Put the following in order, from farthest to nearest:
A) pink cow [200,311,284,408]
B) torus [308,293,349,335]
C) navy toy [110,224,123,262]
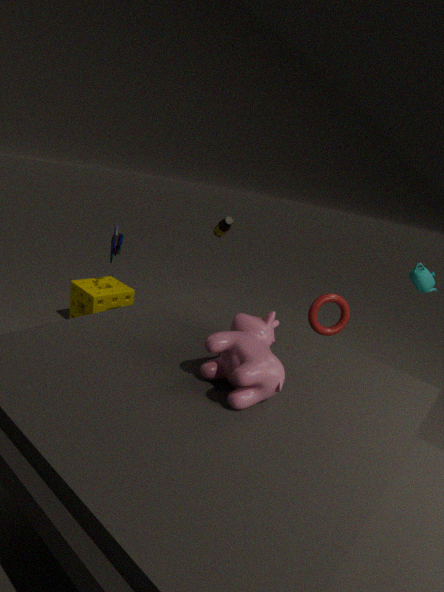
C. navy toy [110,224,123,262] < B. torus [308,293,349,335] < A. pink cow [200,311,284,408]
